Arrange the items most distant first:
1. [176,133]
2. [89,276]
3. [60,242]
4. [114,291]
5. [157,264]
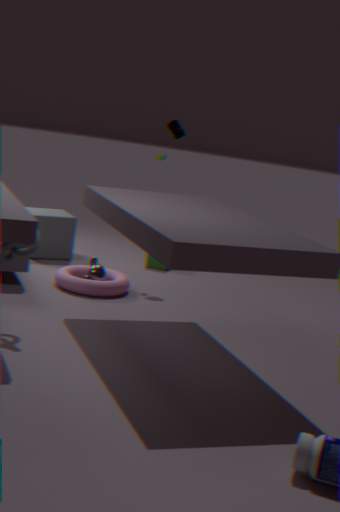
[157,264]
[60,242]
[176,133]
[89,276]
[114,291]
